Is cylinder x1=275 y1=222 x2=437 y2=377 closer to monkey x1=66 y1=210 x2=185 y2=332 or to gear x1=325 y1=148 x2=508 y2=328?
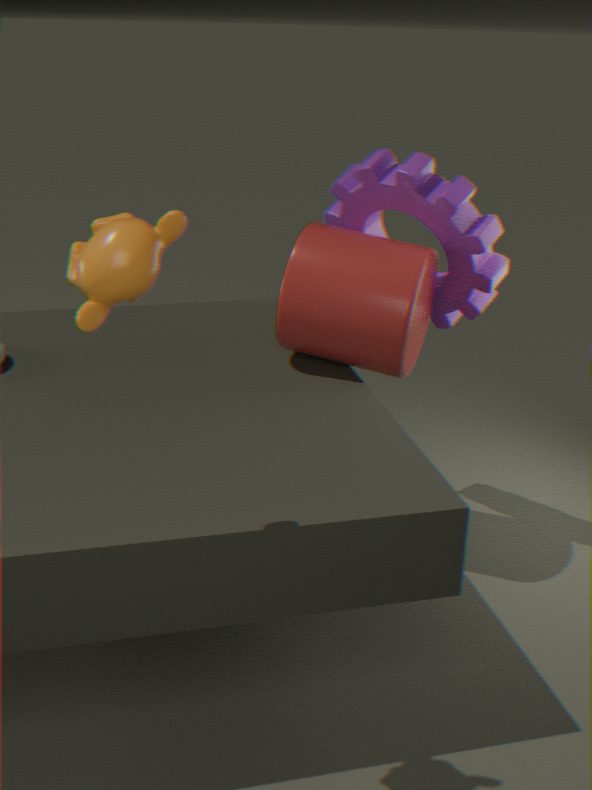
gear x1=325 y1=148 x2=508 y2=328
